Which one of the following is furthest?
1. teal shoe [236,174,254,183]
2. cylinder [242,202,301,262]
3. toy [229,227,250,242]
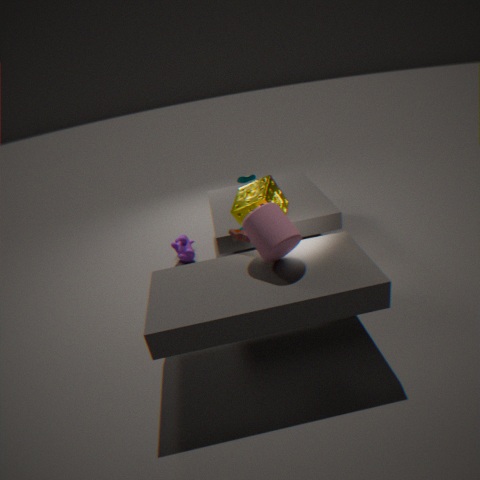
teal shoe [236,174,254,183]
